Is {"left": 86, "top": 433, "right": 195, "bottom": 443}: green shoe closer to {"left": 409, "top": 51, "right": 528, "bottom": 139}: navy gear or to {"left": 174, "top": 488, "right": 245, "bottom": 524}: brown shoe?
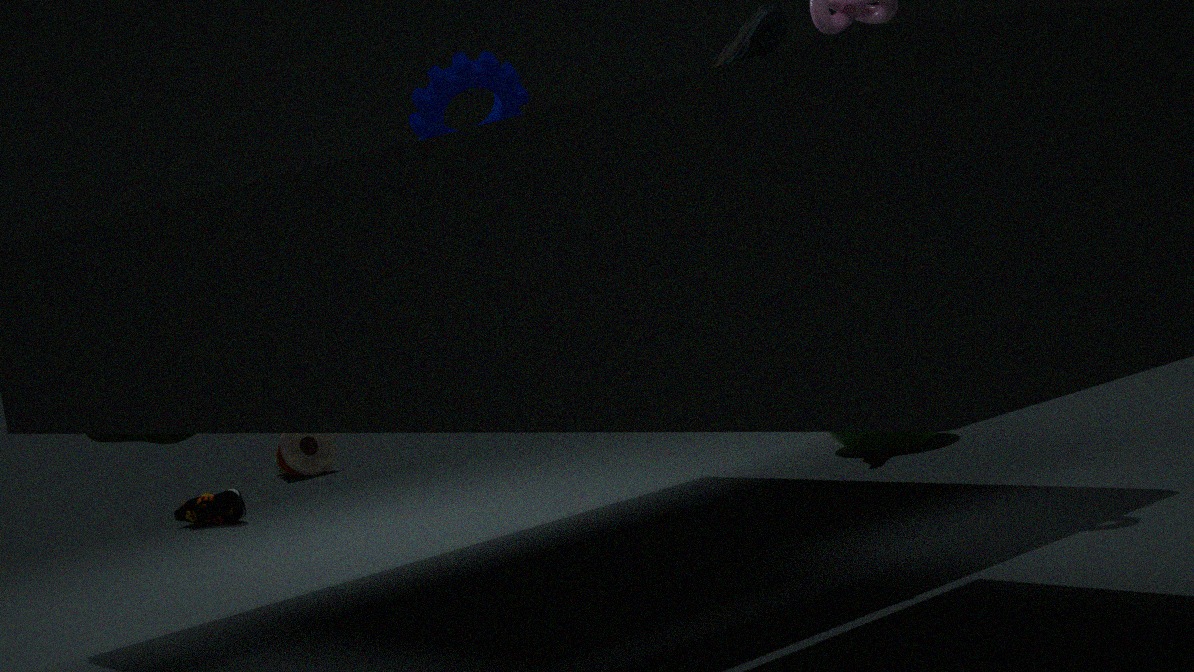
{"left": 409, "top": 51, "right": 528, "bottom": 139}: navy gear
